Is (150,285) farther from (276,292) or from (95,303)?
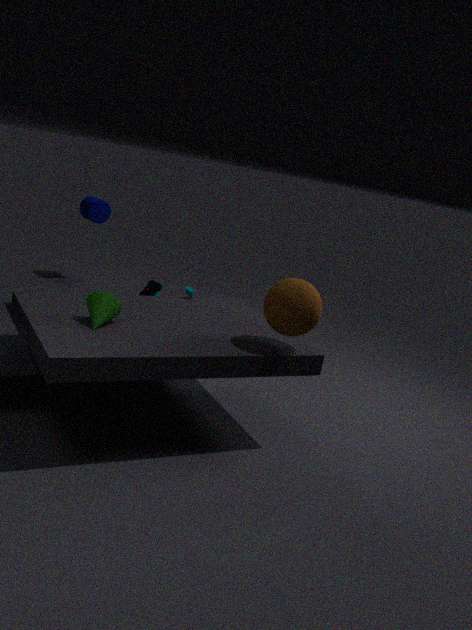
(276,292)
